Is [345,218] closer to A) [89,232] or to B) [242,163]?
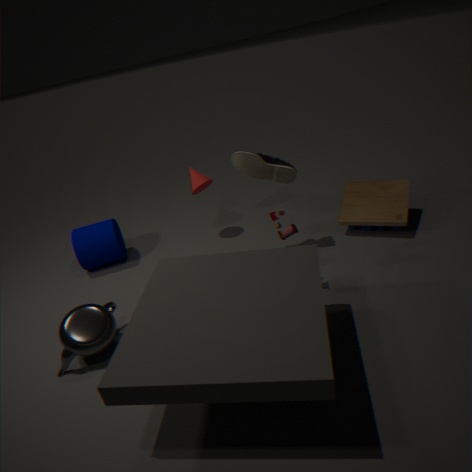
B) [242,163]
